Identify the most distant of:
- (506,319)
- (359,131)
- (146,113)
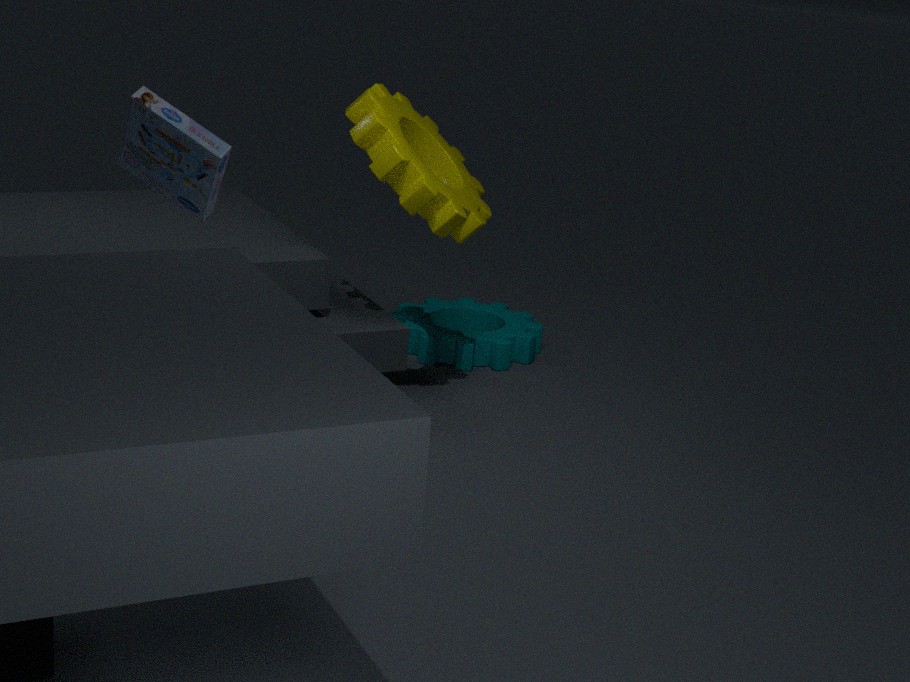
(506,319)
